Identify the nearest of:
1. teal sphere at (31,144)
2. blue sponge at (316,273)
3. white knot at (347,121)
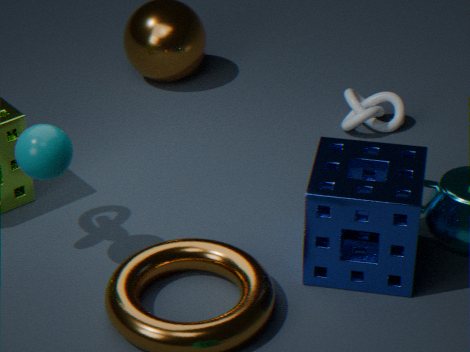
teal sphere at (31,144)
